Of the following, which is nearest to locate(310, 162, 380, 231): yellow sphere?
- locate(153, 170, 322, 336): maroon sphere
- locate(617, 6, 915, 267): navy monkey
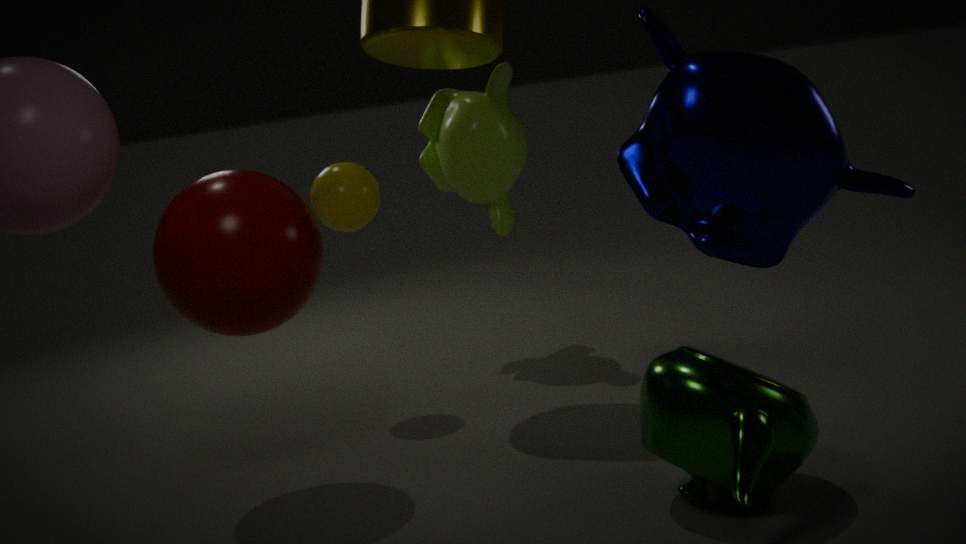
locate(153, 170, 322, 336): maroon sphere
